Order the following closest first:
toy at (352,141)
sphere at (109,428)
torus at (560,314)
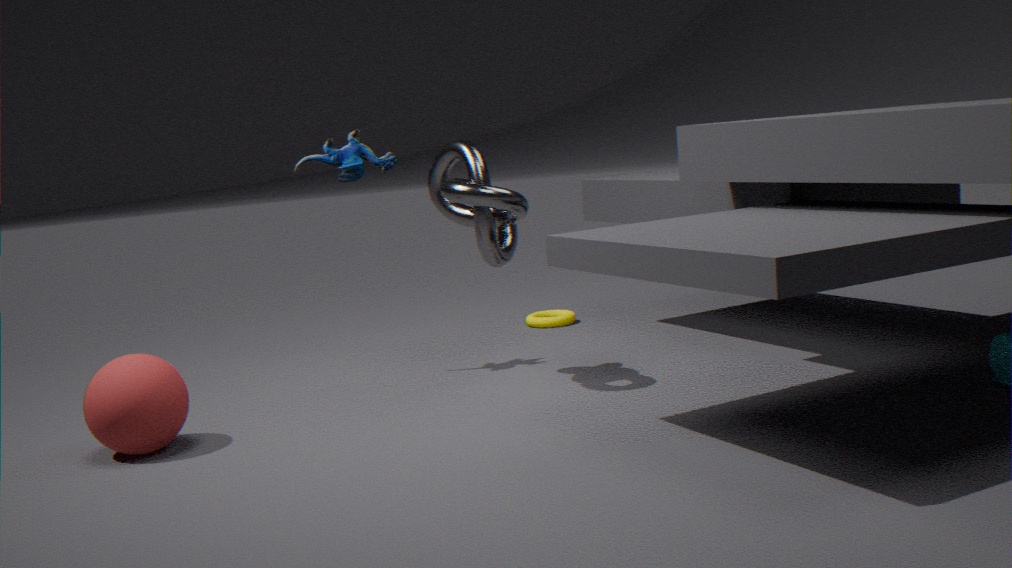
sphere at (109,428), toy at (352,141), torus at (560,314)
